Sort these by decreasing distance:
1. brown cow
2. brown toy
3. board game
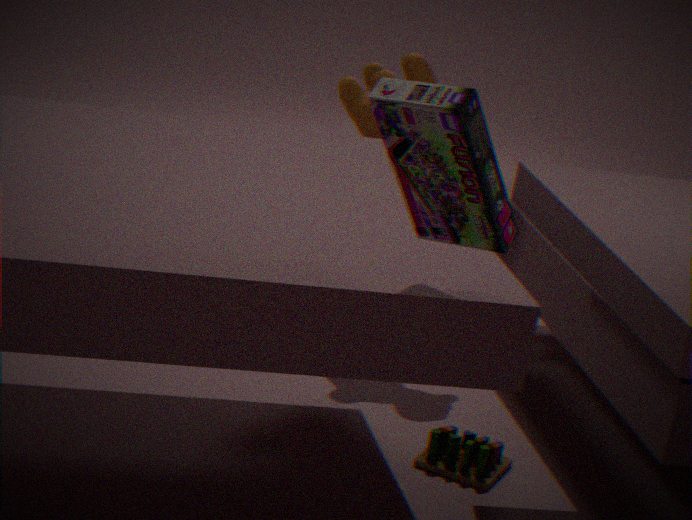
brown cow, brown toy, board game
